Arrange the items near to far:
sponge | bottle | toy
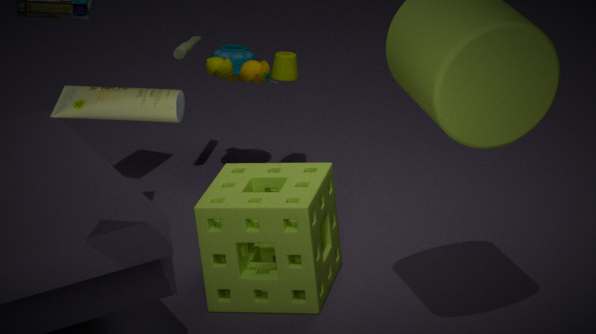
bottle, sponge, toy
